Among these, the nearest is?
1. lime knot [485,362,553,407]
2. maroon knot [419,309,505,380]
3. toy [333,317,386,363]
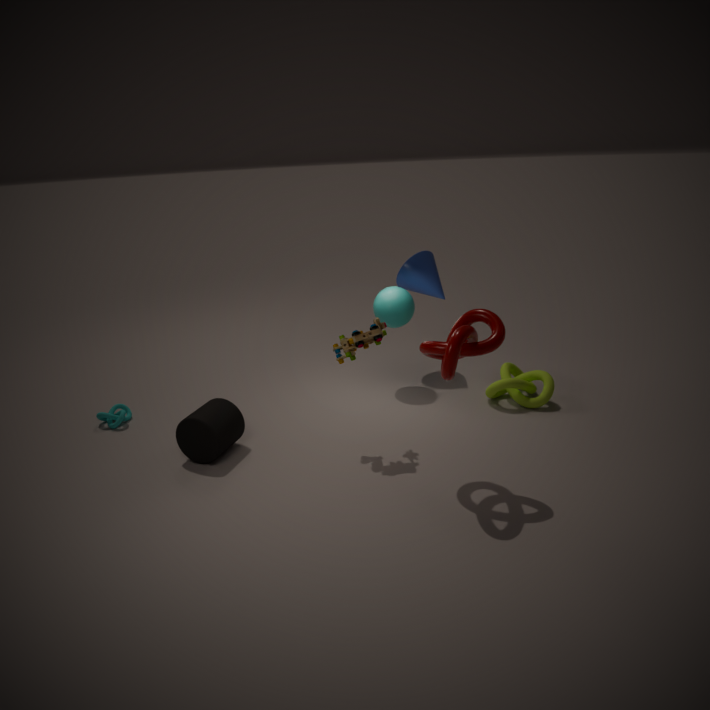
maroon knot [419,309,505,380]
